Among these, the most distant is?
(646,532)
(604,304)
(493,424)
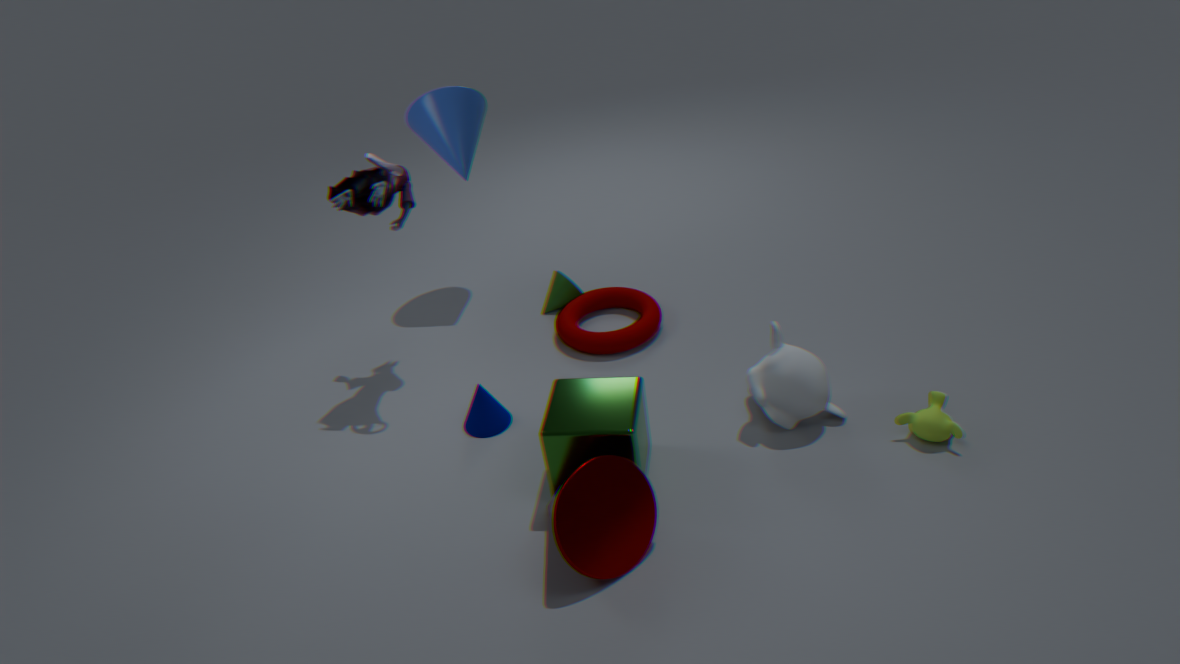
(604,304)
